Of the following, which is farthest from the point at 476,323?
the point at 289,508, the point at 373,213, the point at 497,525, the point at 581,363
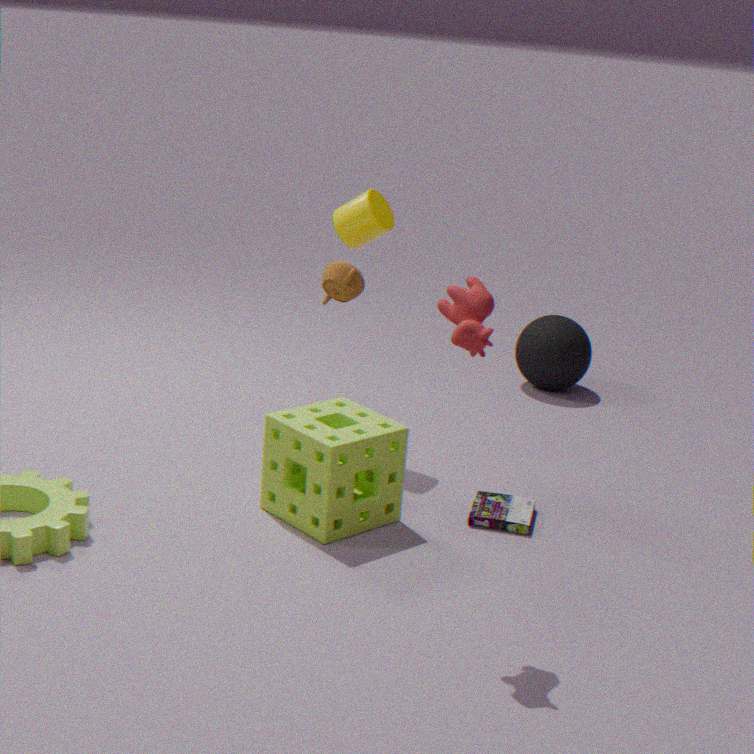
the point at 581,363
